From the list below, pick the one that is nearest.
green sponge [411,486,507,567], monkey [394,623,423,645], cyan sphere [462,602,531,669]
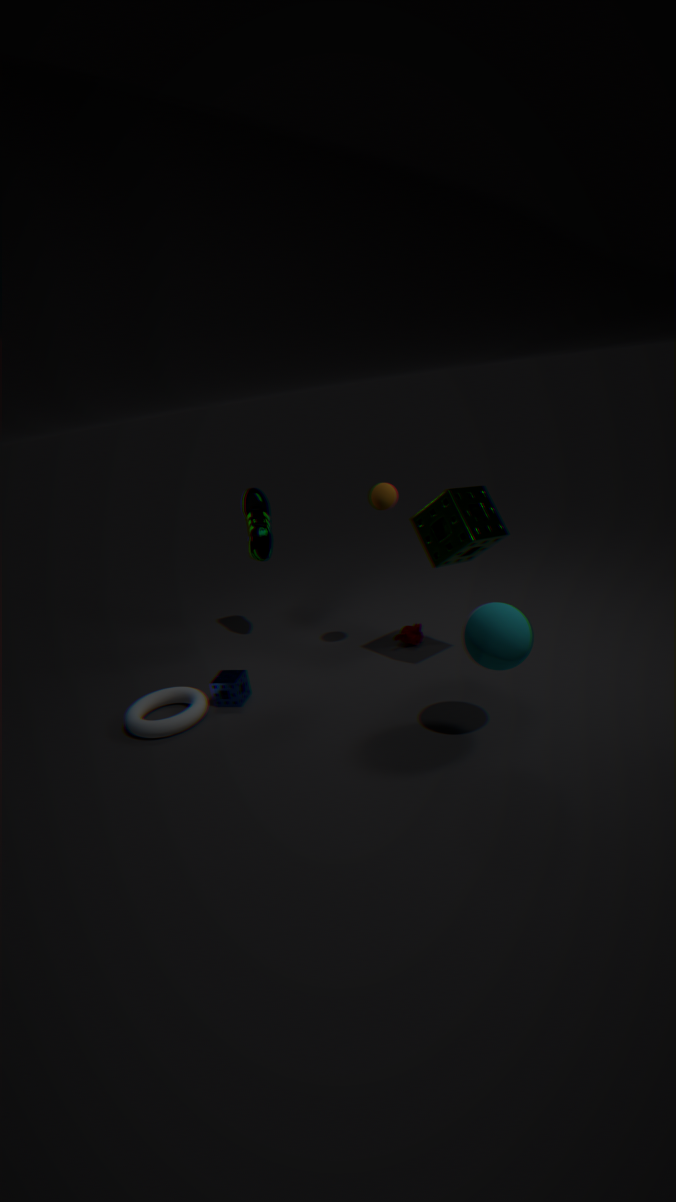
cyan sphere [462,602,531,669]
